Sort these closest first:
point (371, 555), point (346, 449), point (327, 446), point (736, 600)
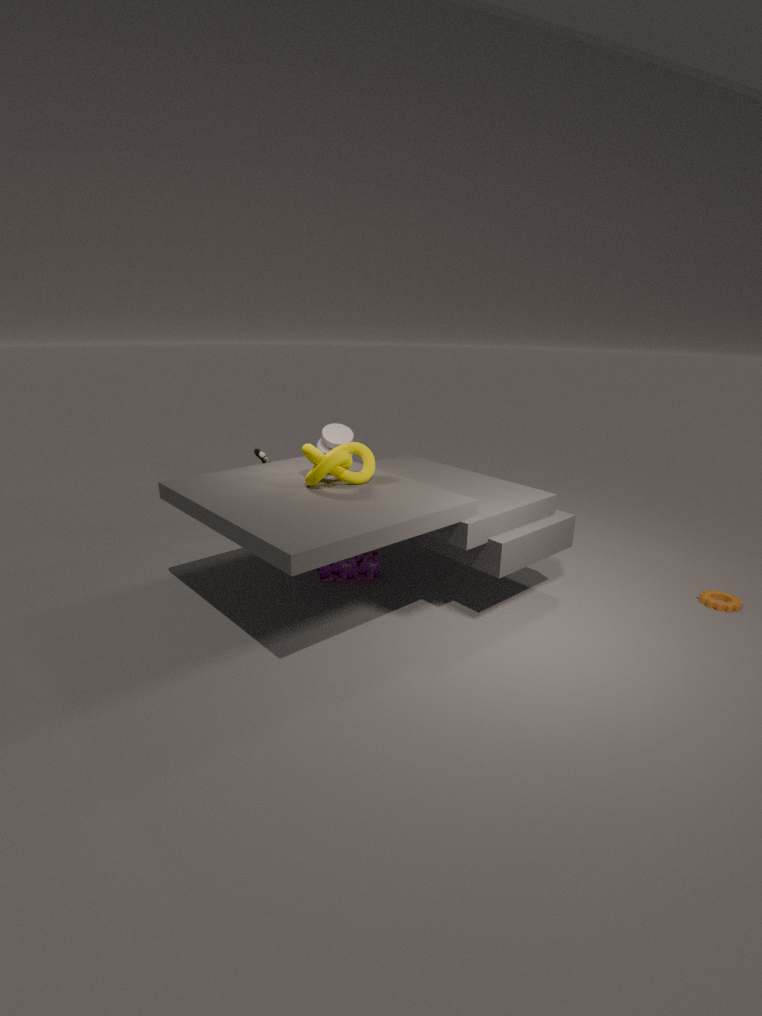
1. point (346, 449)
2. point (736, 600)
3. point (371, 555)
4. point (327, 446)
